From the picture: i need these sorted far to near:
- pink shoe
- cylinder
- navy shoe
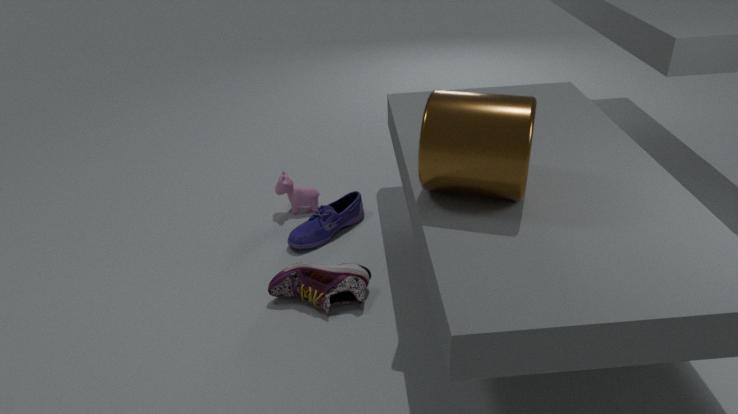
navy shoe < pink shoe < cylinder
